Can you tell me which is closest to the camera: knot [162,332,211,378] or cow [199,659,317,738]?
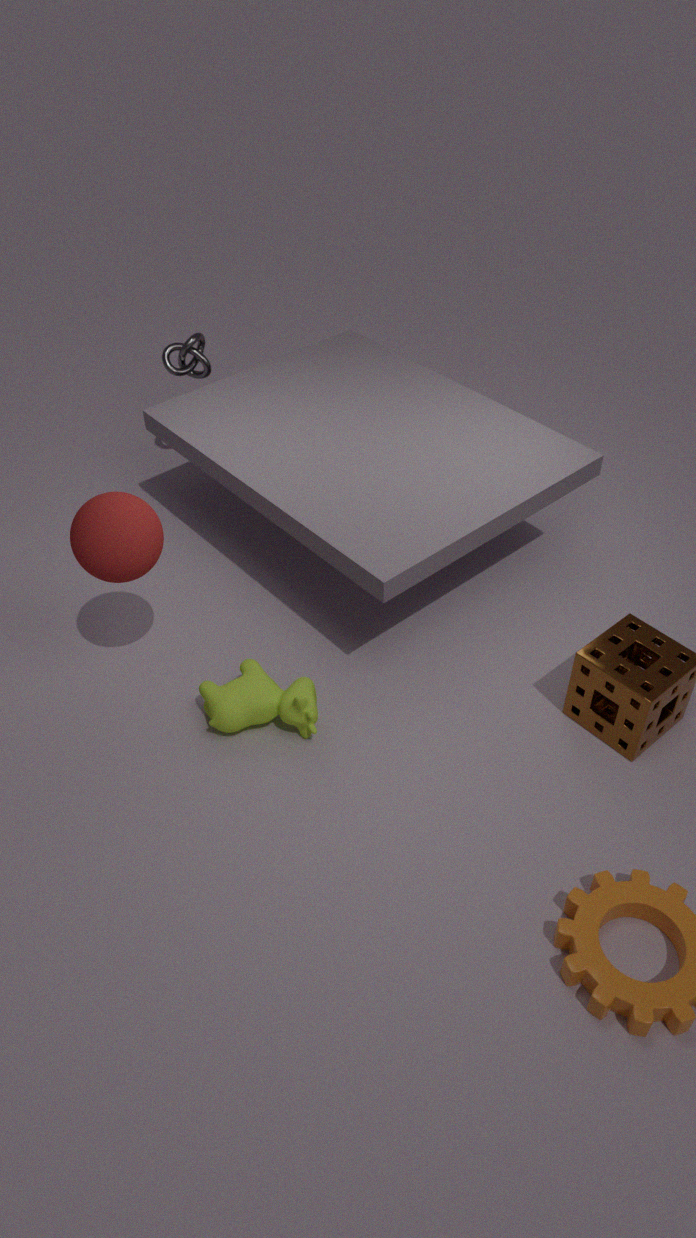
cow [199,659,317,738]
